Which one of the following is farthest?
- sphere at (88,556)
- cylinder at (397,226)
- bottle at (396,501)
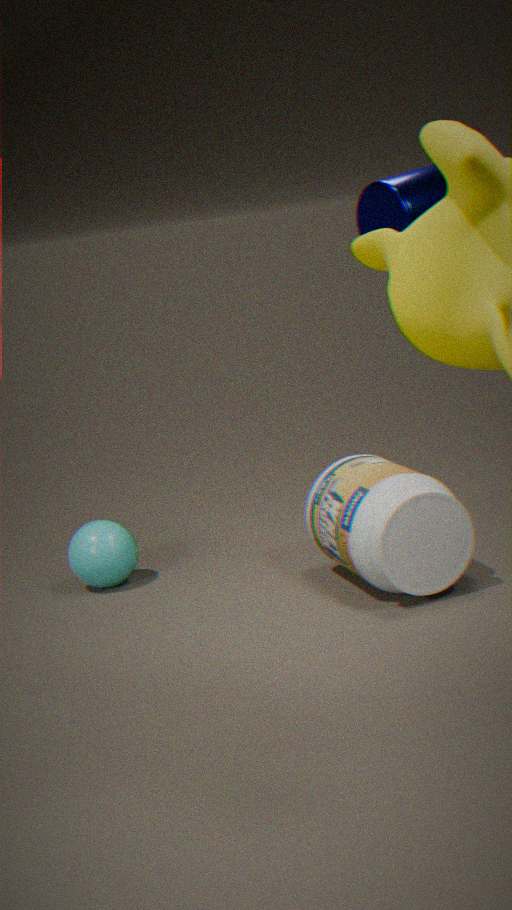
sphere at (88,556)
